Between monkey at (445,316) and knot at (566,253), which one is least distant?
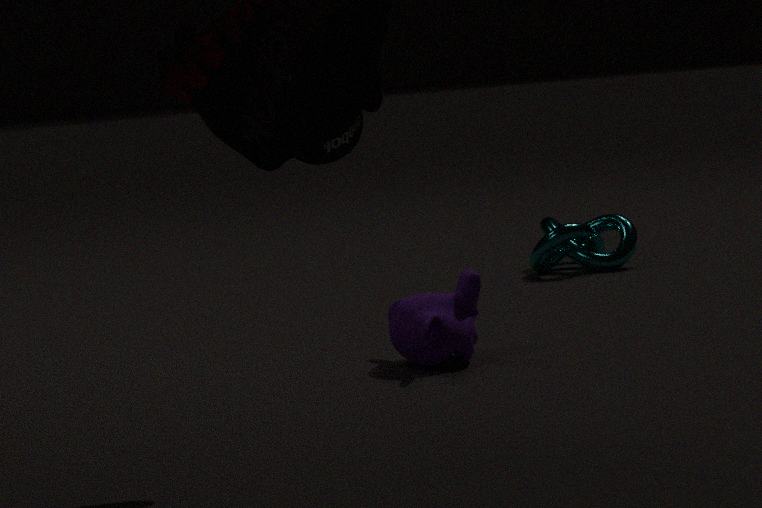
monkey at (445,316)
